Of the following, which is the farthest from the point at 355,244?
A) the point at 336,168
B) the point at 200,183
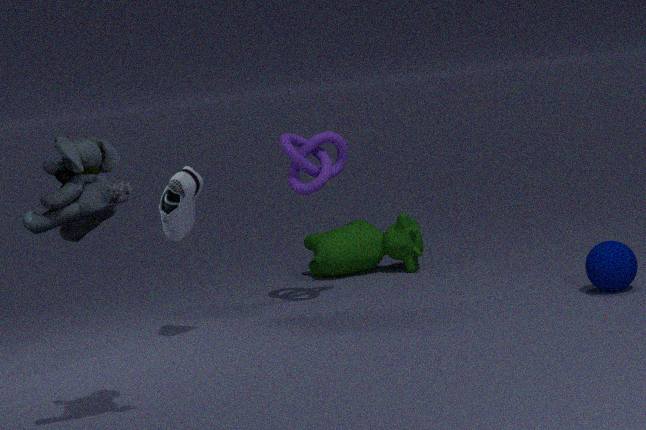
the point at 200,183
